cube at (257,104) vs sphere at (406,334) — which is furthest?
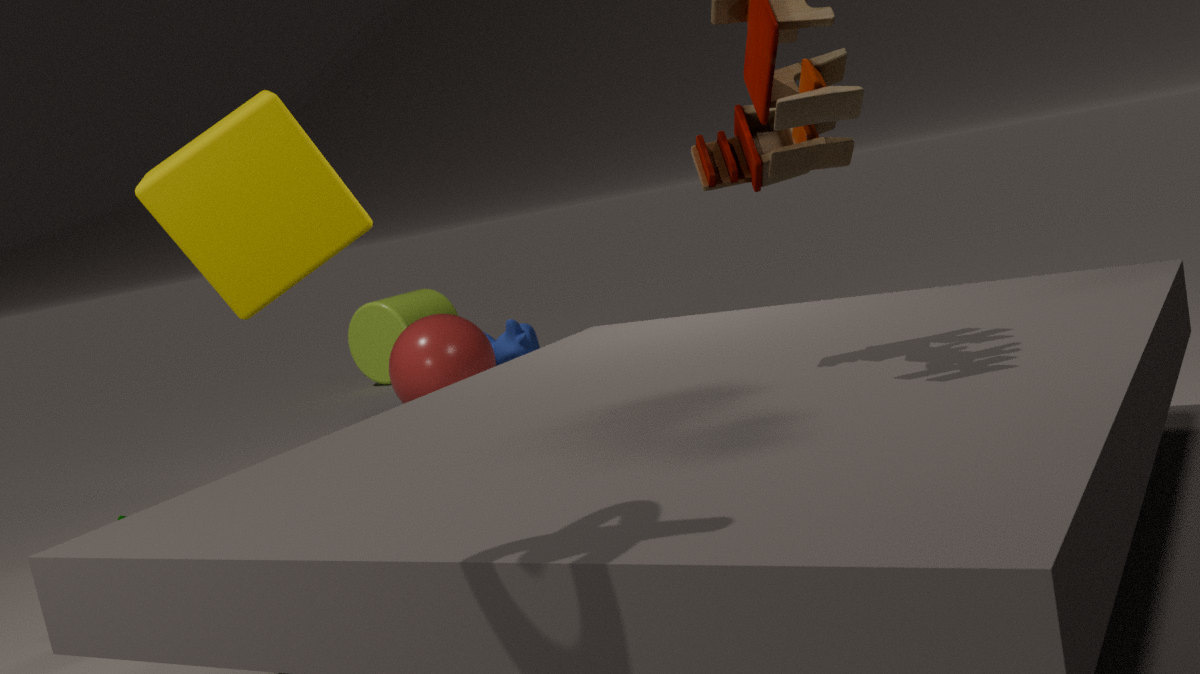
sphere at (406,334)
